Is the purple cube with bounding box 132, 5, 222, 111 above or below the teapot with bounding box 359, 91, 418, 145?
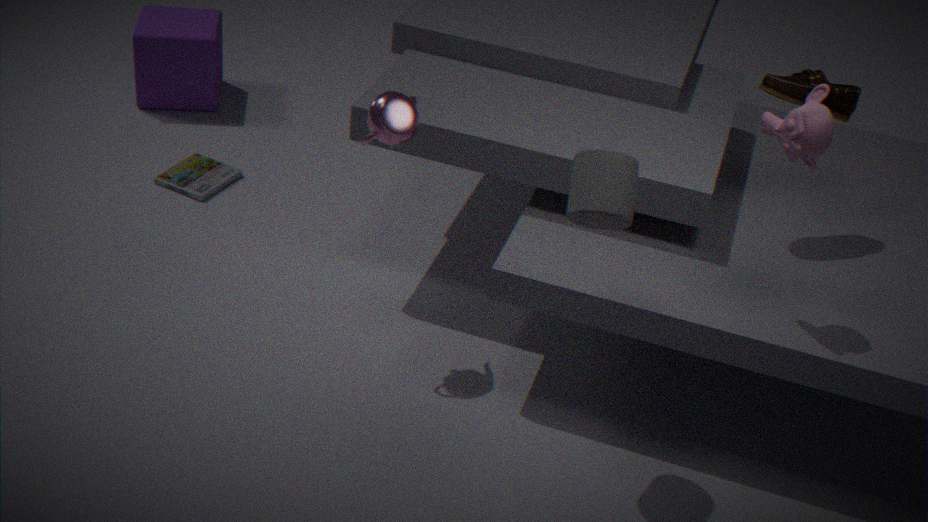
below
